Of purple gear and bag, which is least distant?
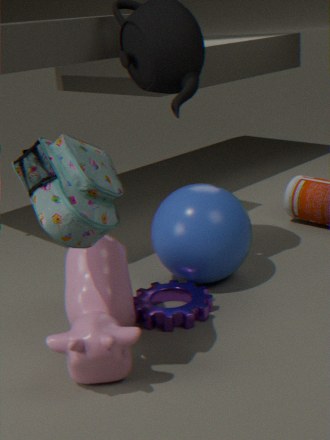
bag
